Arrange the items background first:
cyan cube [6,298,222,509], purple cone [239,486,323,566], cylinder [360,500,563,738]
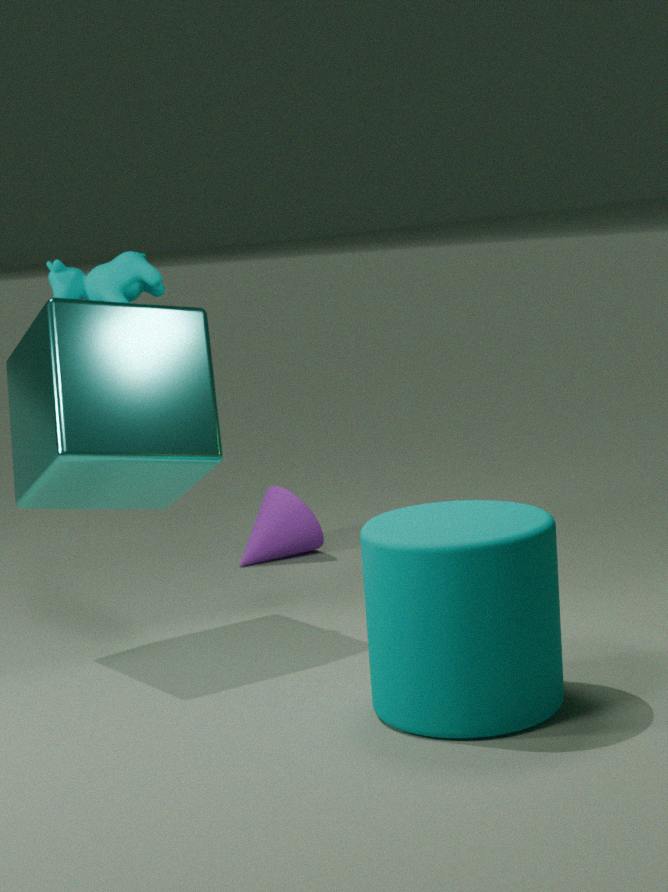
purple cone [239,486,323,566]
cyan cube [6,298,222,509]
cylinder [360,500,563,738]
